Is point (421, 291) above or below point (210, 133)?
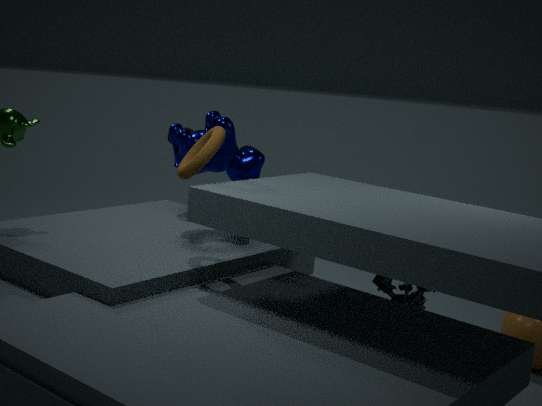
below
